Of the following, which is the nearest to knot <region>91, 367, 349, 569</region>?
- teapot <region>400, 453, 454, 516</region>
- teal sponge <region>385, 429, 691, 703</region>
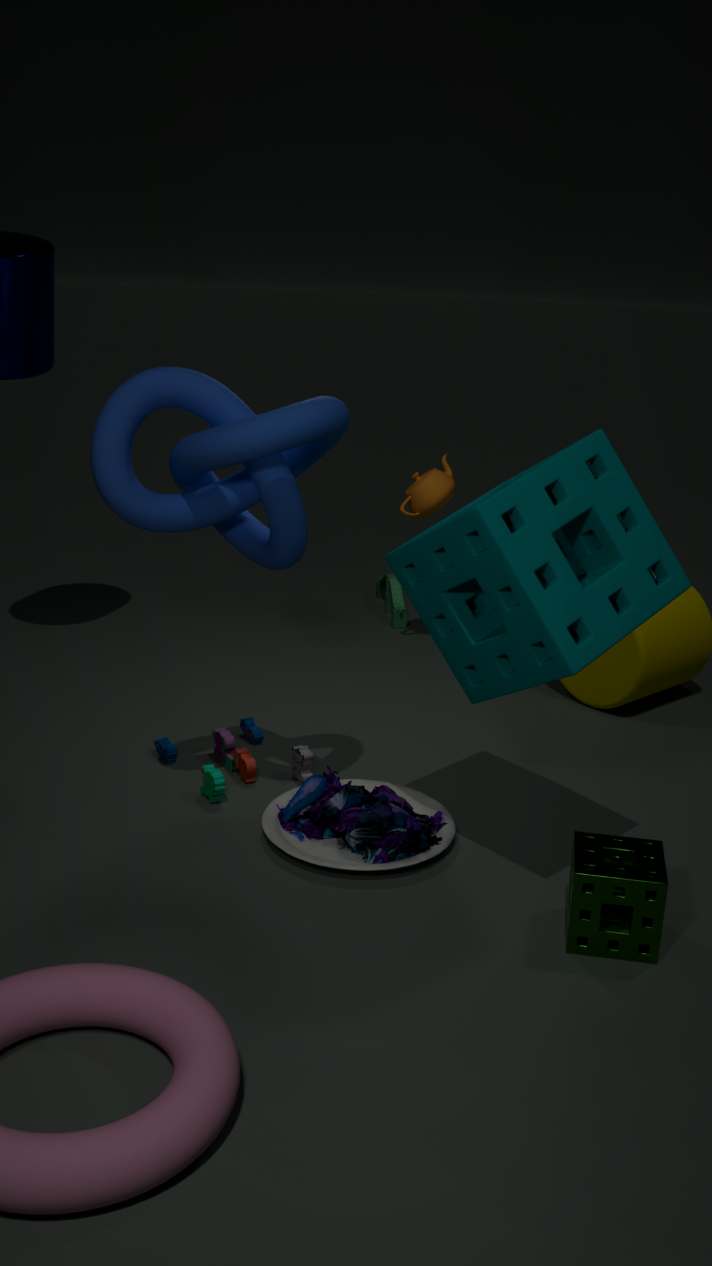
teal sponge <region>385, 429, 691, 703</region>
